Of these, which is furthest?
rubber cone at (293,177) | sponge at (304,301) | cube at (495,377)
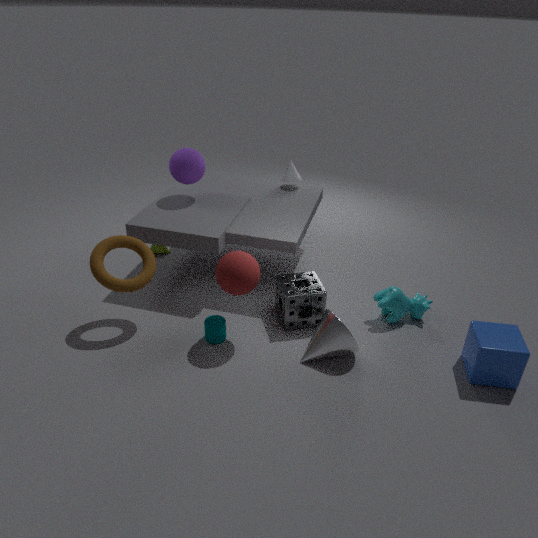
rubber cone at (293,177)
